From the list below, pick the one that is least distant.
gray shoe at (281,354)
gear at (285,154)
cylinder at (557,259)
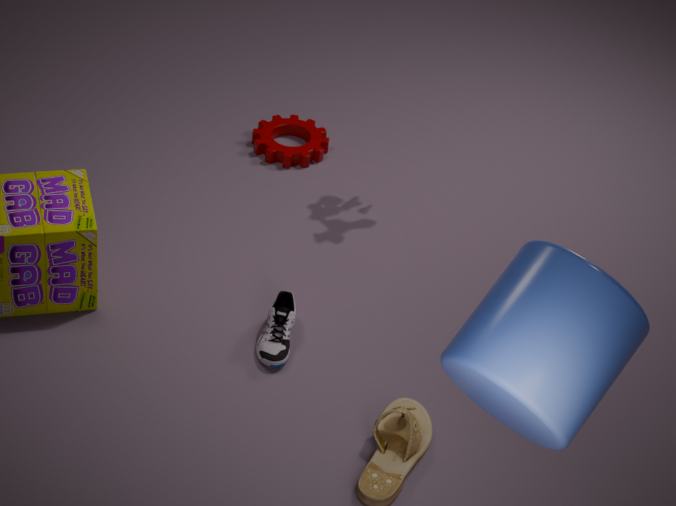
cylinder at (557,259)
